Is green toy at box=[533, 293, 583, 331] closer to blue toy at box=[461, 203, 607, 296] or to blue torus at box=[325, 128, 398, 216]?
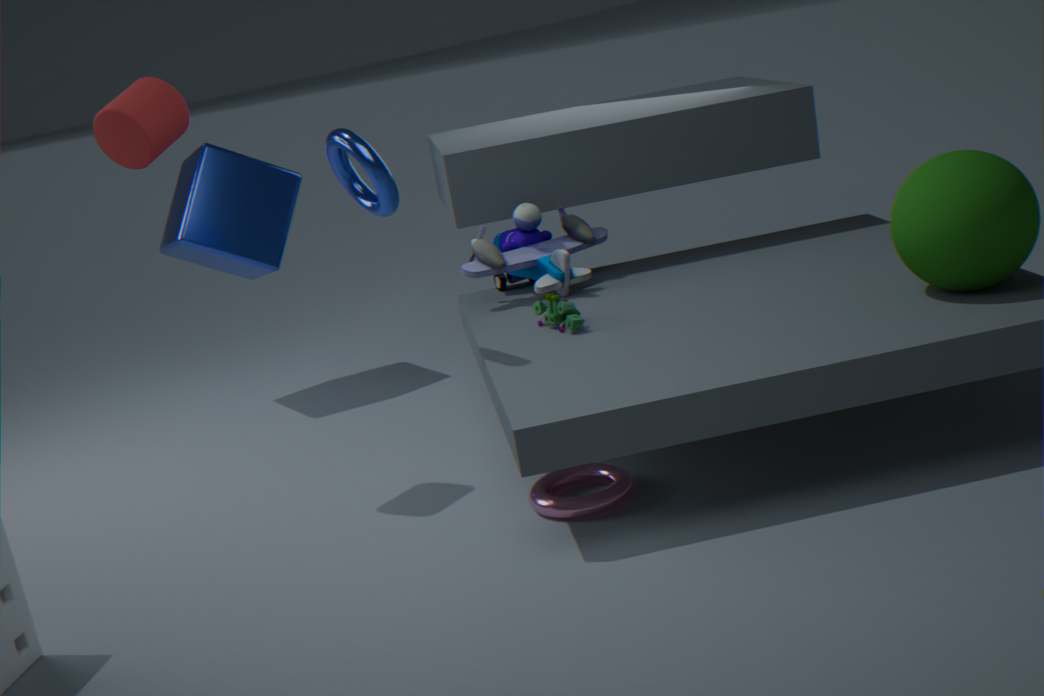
blue toy at box=[461, 203, 607, 296]
